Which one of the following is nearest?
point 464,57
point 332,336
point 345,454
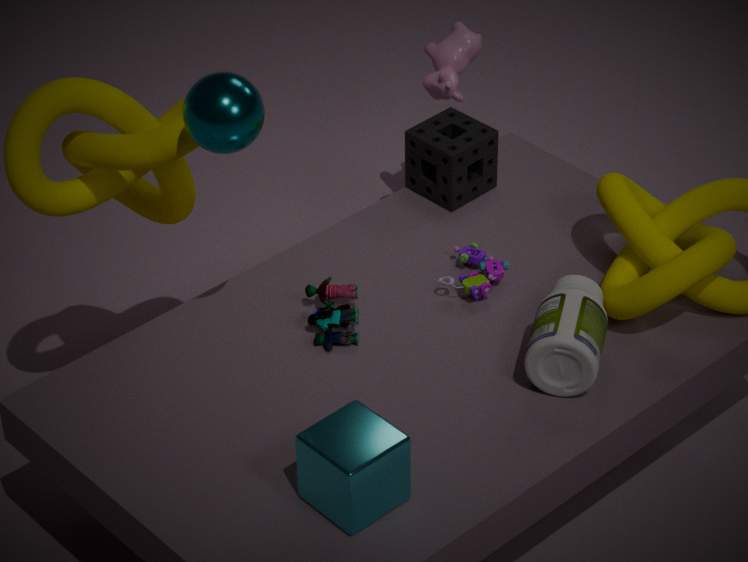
point 345,454
